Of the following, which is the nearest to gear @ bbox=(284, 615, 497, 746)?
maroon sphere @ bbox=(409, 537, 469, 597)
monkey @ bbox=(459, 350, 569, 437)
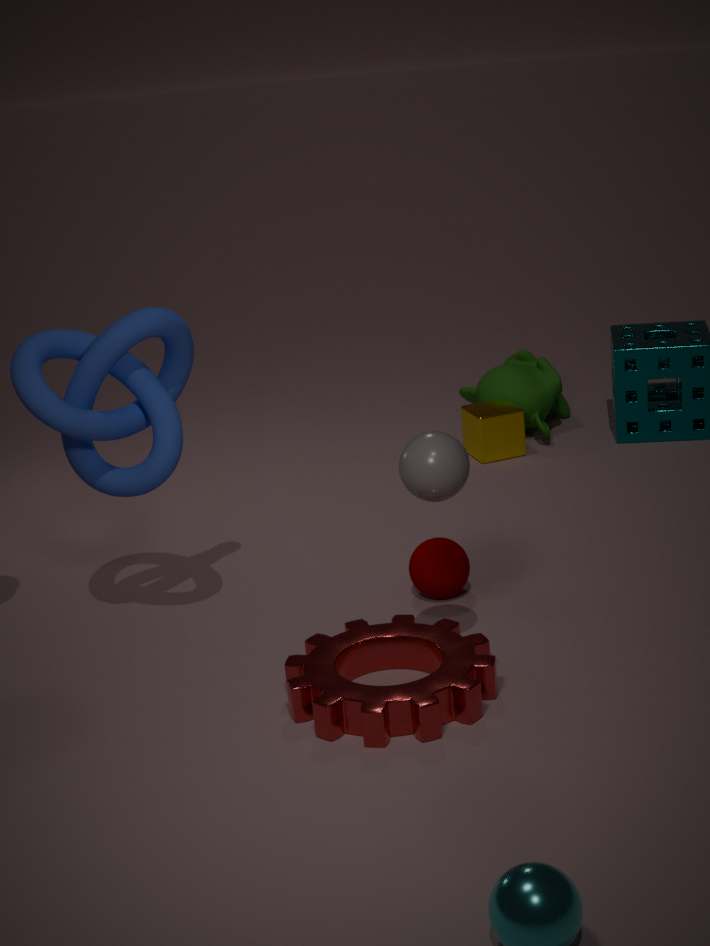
maroon sphere @ bbox=(409, 537, 469, 597)
